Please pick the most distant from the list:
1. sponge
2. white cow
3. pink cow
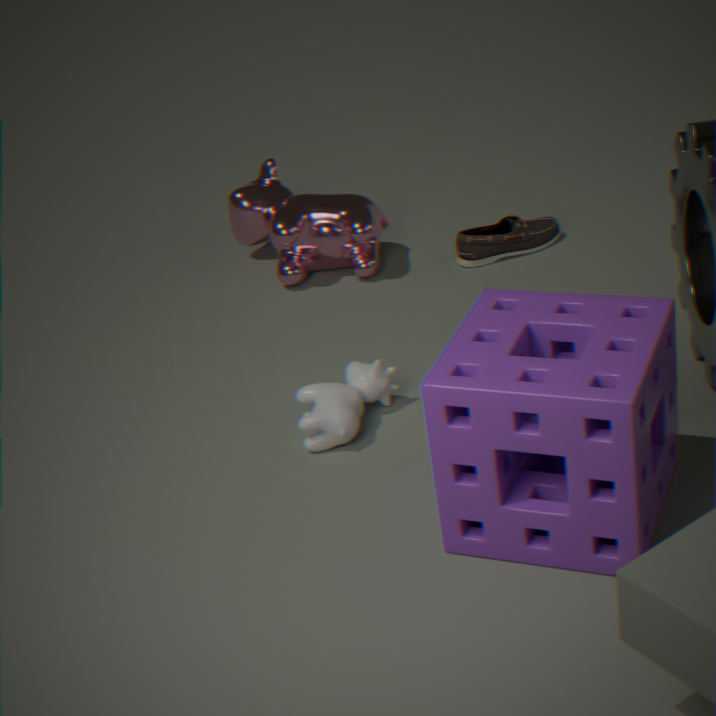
pink cow
